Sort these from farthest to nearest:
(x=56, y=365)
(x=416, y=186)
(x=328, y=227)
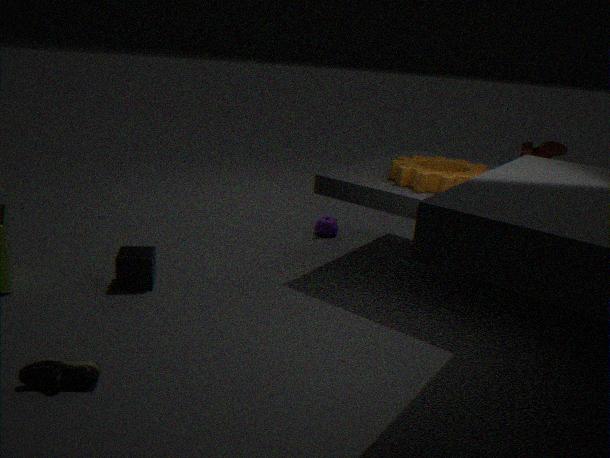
(x=328, y=227), (x=416, y=186), (x=56, y=365)
